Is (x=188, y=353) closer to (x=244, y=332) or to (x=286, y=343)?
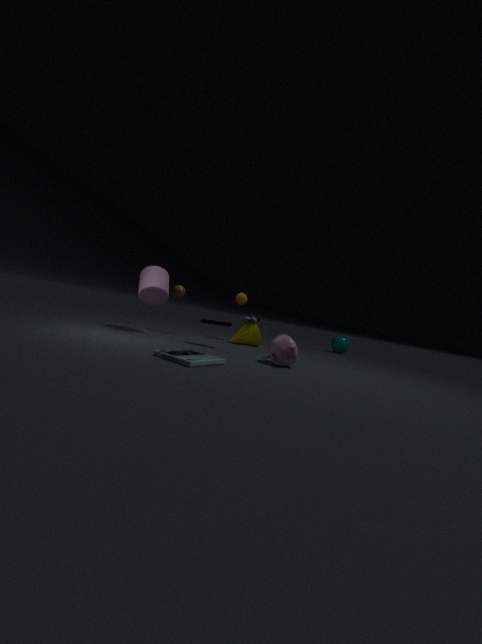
(x=286, y=343)
